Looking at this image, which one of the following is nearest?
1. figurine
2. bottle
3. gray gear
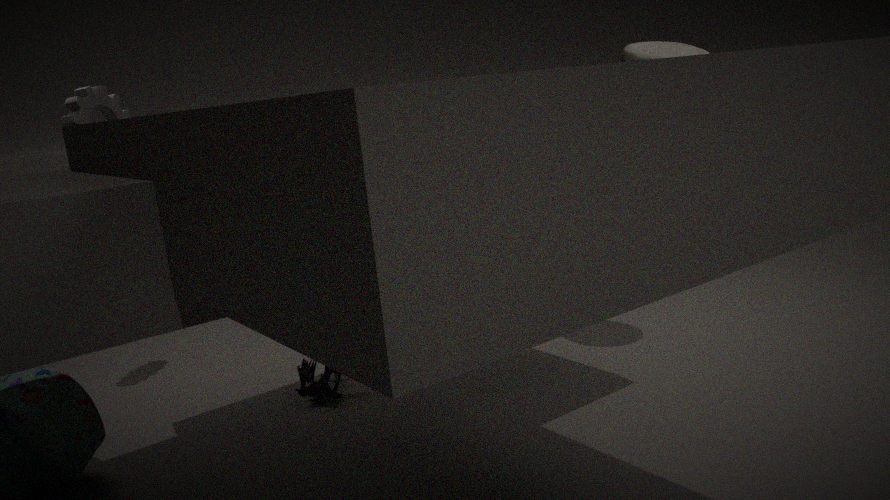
bottle
